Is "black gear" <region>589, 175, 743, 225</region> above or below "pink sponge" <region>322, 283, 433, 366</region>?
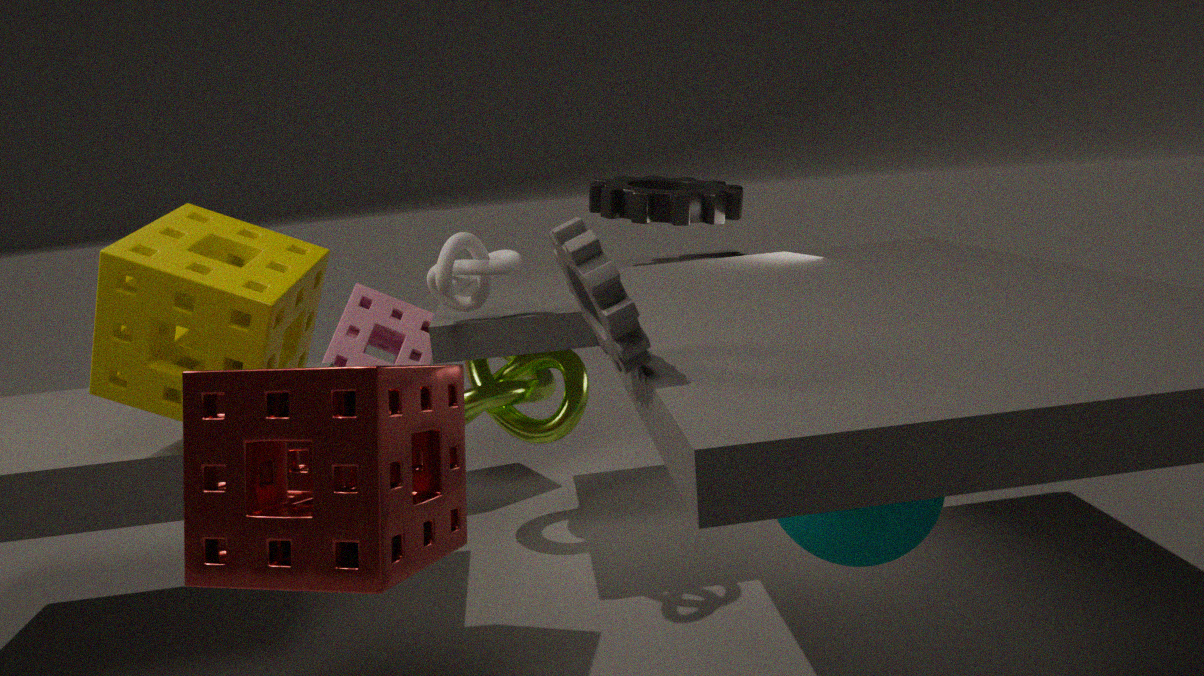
above
